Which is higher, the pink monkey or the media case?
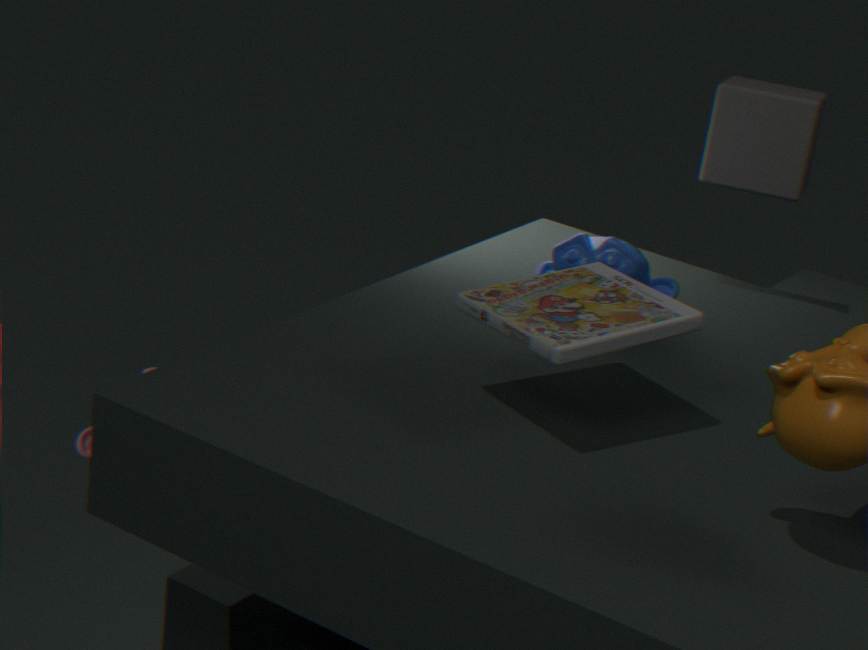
the media case
